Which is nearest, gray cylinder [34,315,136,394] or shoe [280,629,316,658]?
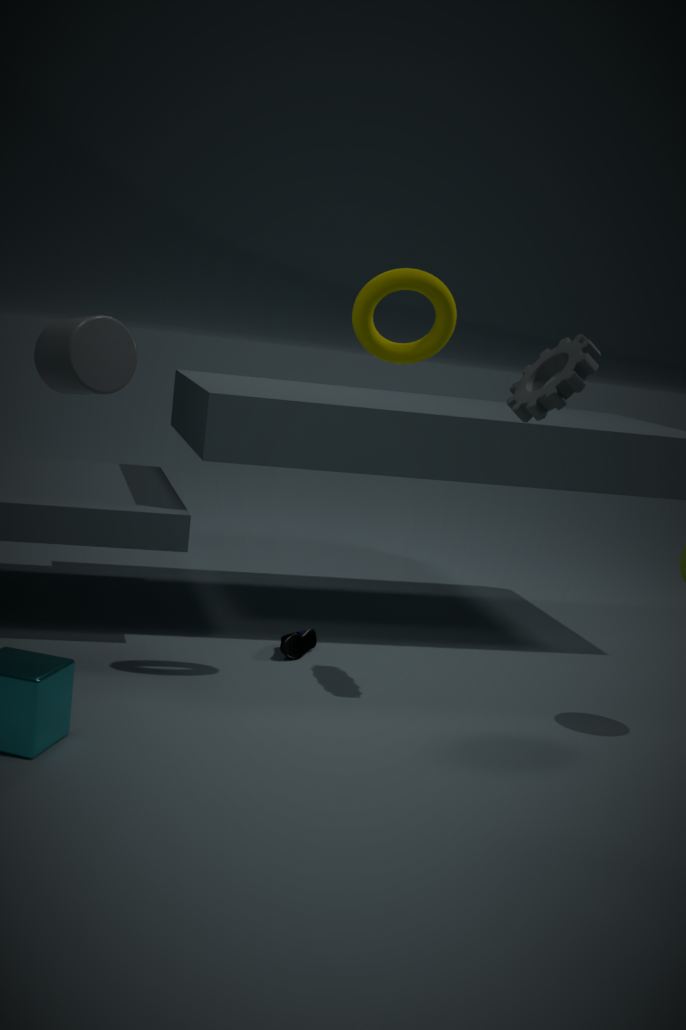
gray cylinder [34,315,136,394]
